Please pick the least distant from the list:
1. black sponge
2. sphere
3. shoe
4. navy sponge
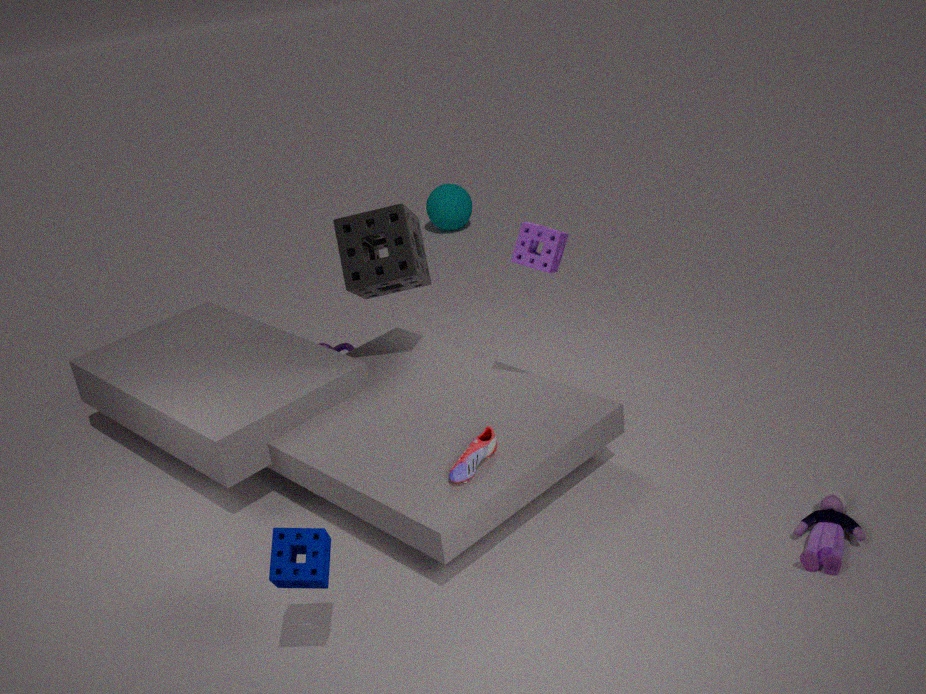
navy sponge
